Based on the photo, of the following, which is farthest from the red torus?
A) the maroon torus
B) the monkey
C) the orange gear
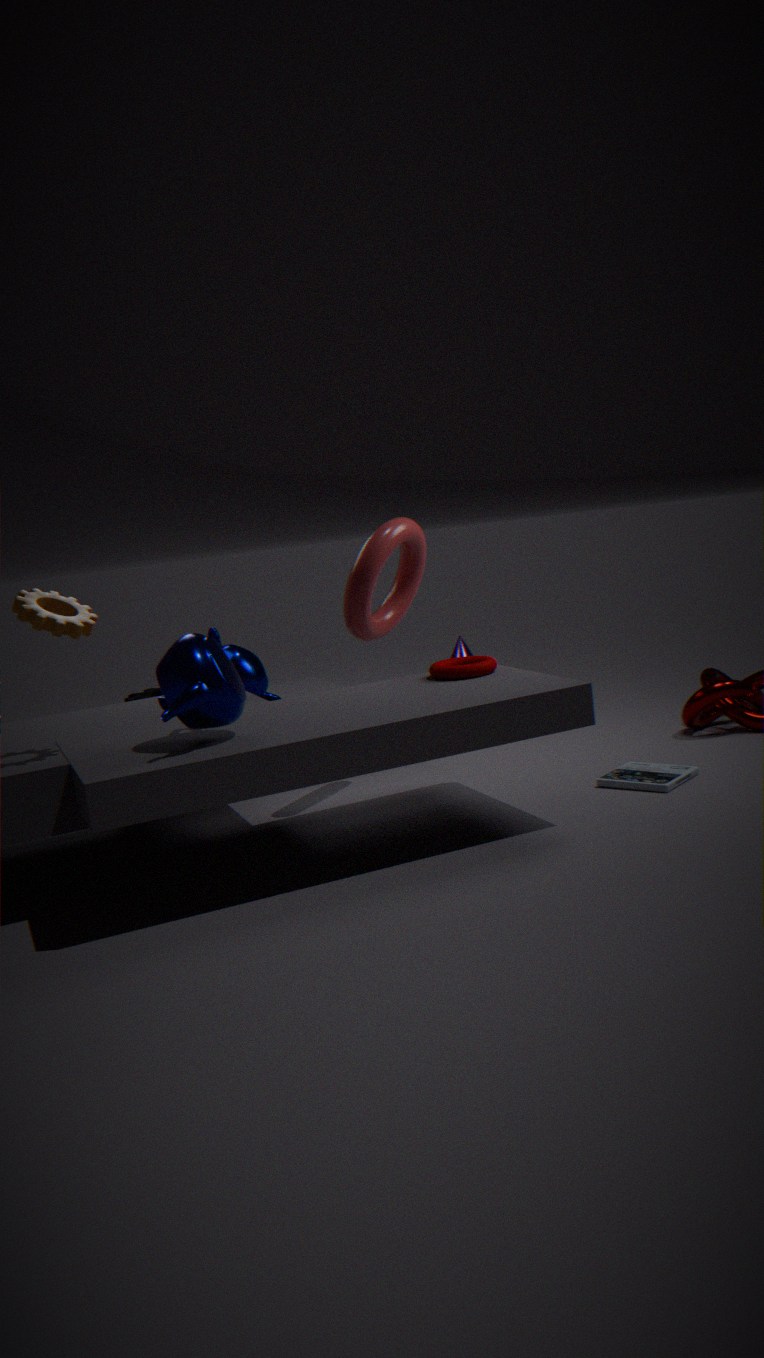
the orange gear
